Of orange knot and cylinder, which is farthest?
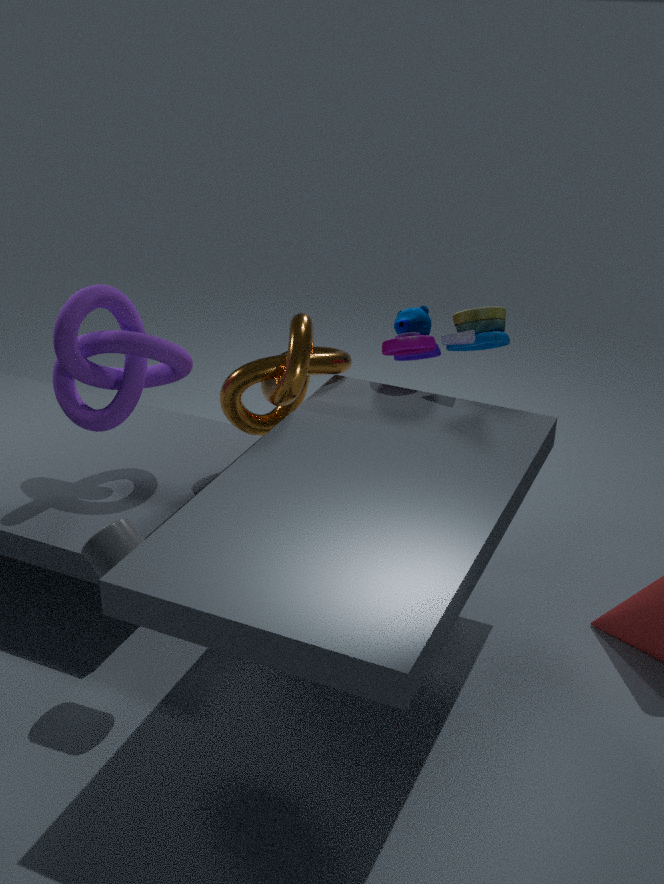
orange knot
